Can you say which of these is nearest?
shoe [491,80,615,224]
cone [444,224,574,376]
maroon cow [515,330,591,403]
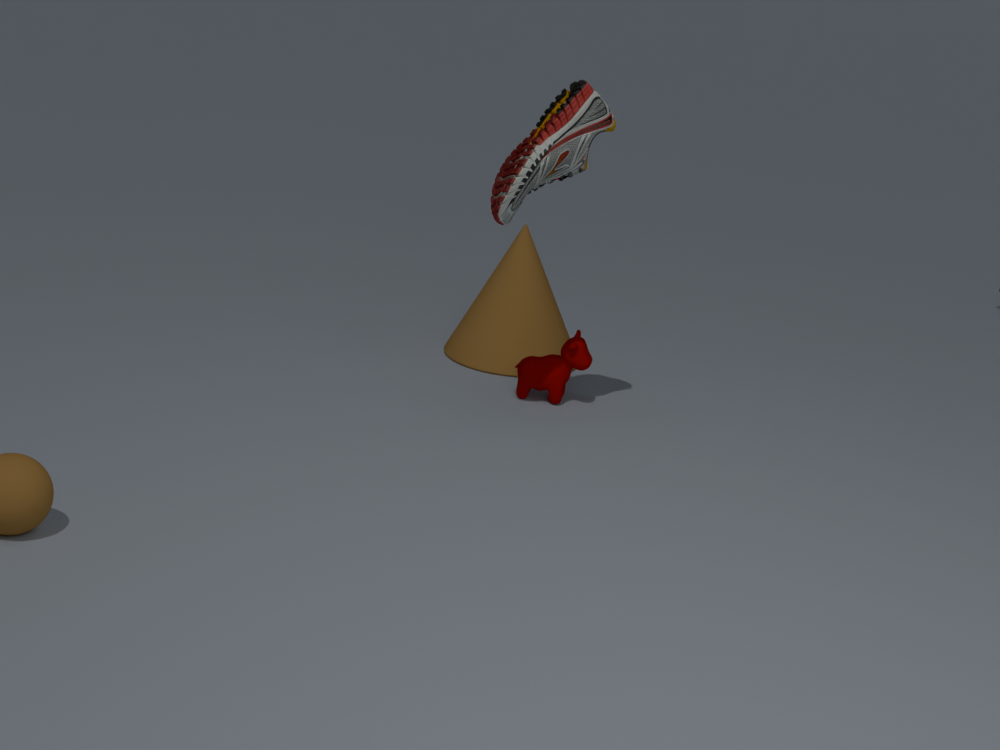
shoe [491,80,615,224]
